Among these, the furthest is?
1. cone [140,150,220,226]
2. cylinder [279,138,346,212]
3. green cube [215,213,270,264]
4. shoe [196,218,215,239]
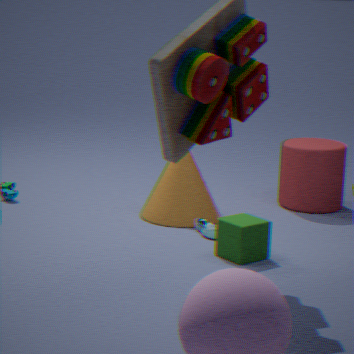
cylinder [279,138,346,212]
